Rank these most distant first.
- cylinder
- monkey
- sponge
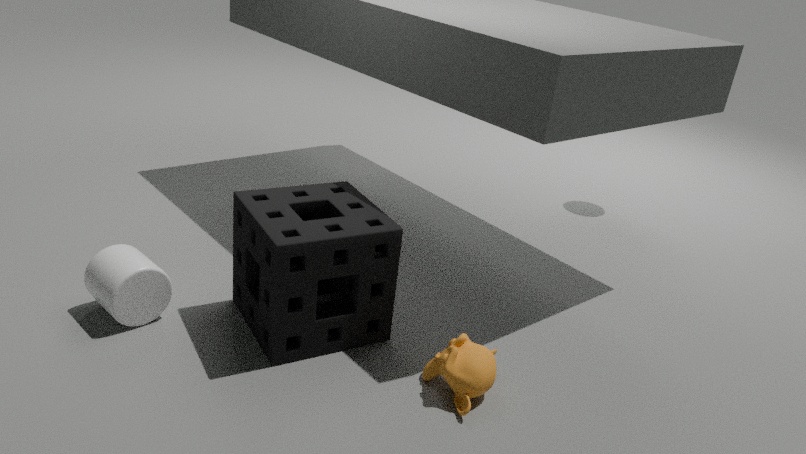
1. cylinder
2. sponge
3. monkey
